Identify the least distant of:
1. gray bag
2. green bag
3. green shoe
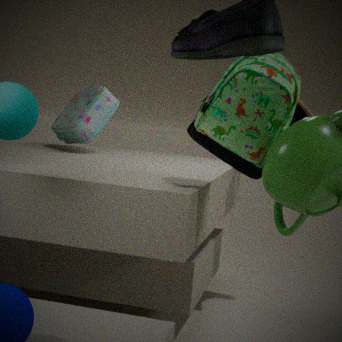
green bag
